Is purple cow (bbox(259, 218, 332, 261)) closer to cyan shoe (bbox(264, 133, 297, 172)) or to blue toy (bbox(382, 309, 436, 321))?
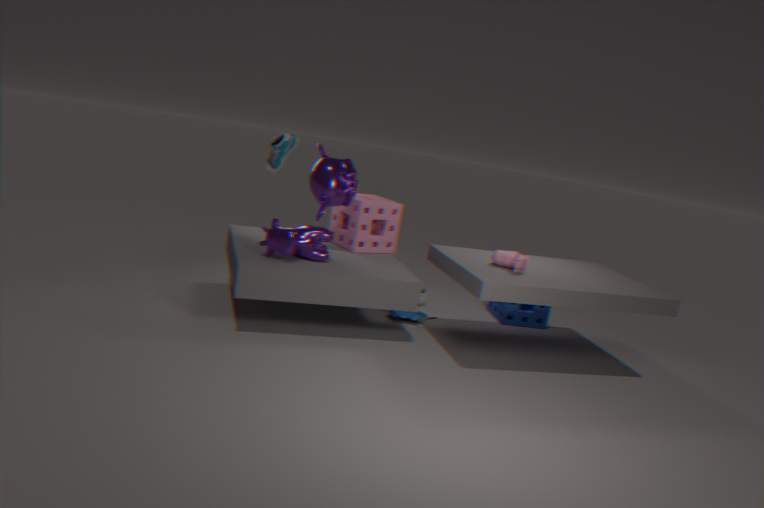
cyan shoe (bbox(264, 133, 297, 172))
